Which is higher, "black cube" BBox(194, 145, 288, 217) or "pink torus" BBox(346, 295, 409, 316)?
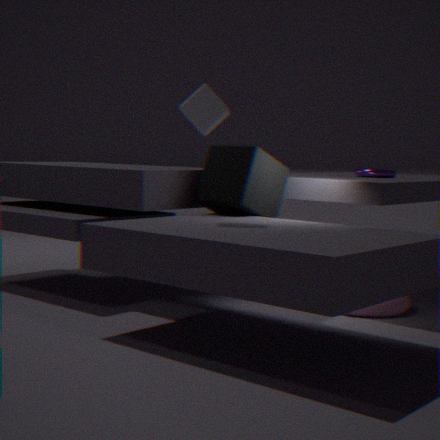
"black cube" BBox(194, 145, 288, 217)
